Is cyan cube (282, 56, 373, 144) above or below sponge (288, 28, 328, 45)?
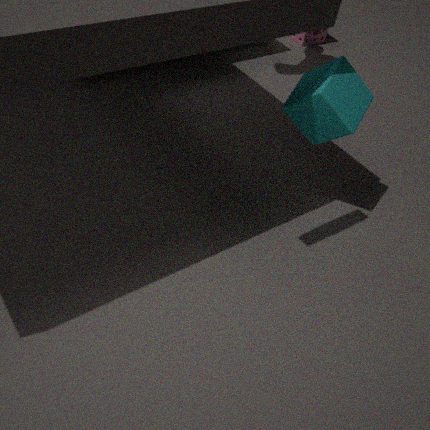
above
